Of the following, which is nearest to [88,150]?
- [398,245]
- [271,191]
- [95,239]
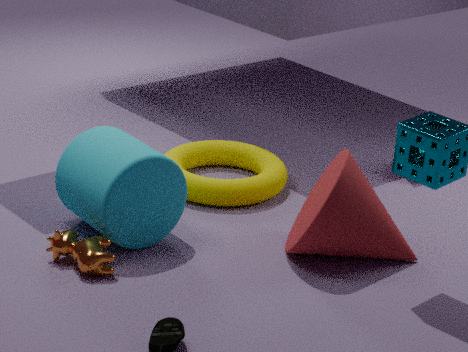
[95,239]
